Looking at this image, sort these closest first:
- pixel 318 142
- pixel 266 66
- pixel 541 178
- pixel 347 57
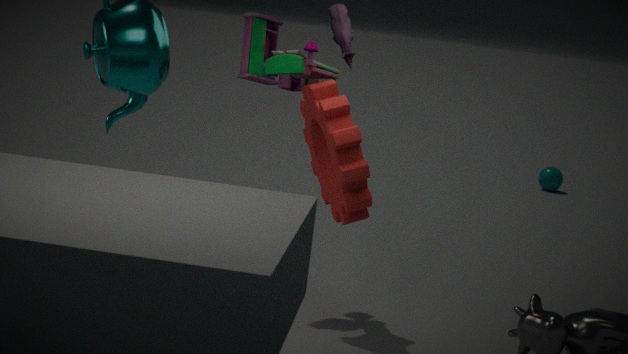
pixel 347 57 < pixel 266 66 < pixel 318 142 < pixel 541 178
